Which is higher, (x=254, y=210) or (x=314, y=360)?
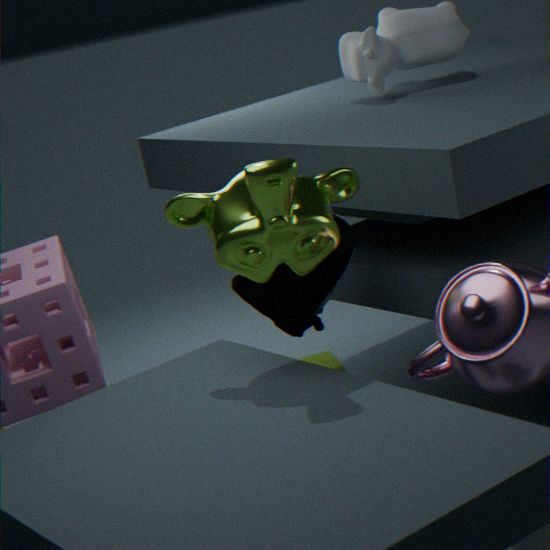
(x=254, y=210)
